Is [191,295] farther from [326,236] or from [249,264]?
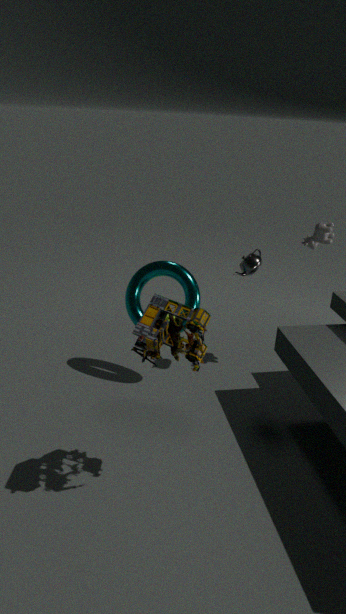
[326,236]
